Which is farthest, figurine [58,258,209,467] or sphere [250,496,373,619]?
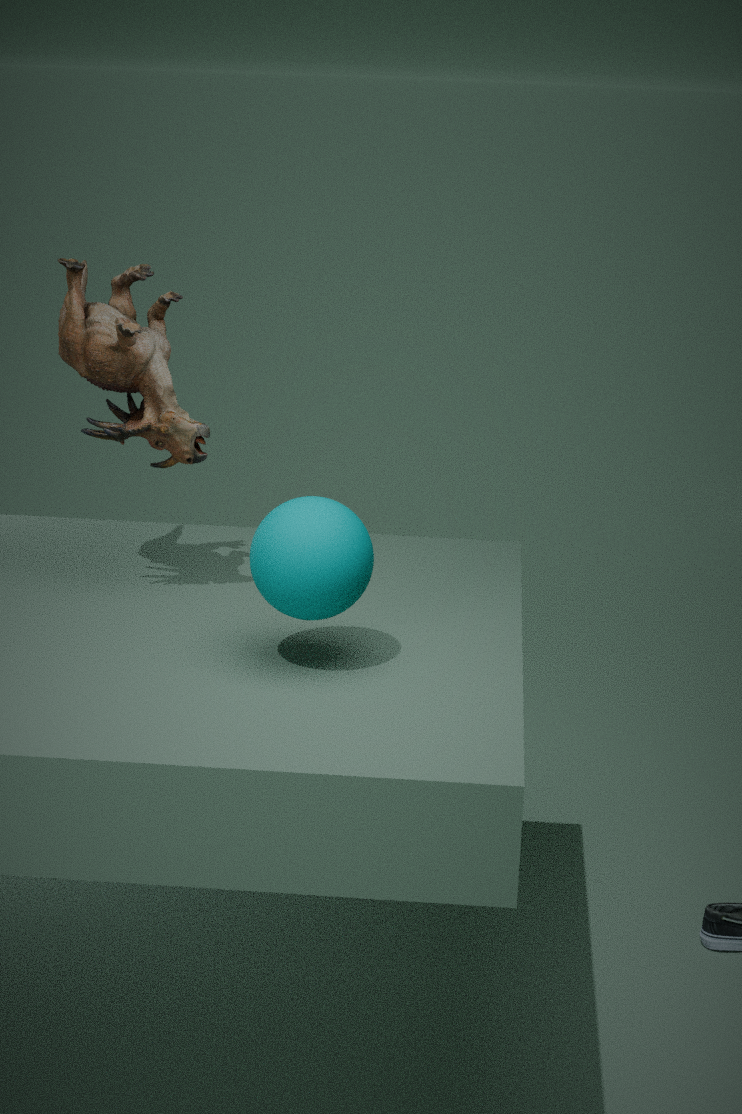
figurine [58,258,209,467]
